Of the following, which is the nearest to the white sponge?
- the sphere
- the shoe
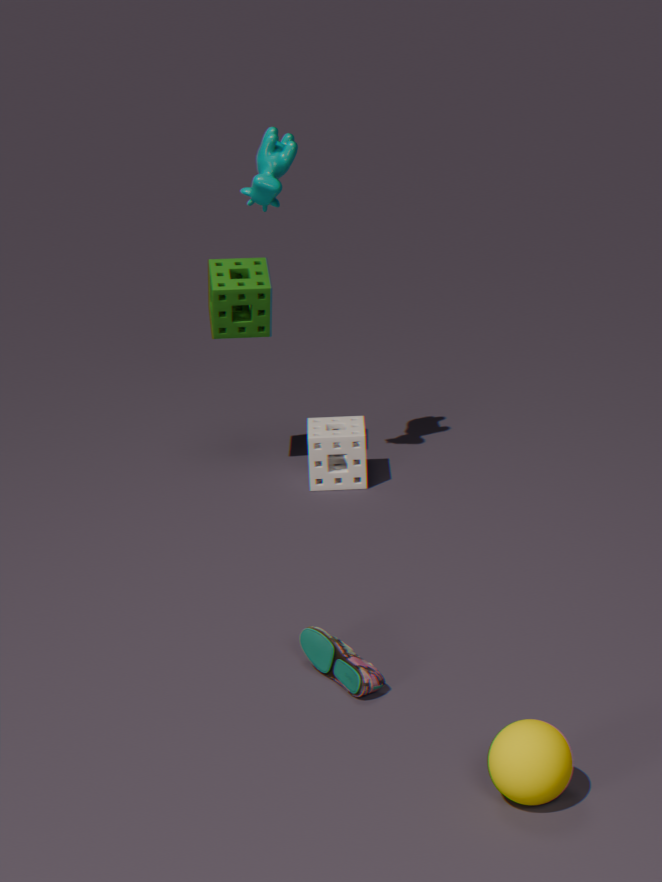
the shoe
